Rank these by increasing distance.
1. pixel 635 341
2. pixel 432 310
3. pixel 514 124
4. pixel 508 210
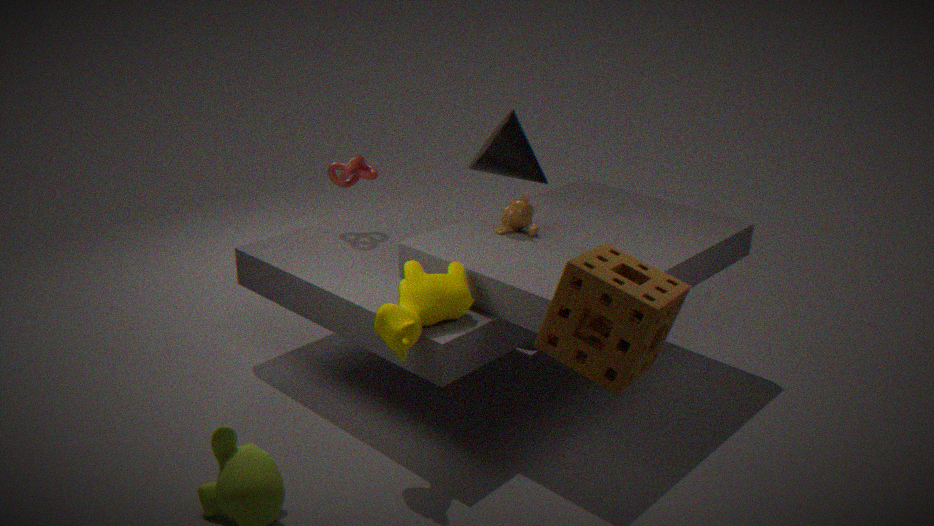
1. pixel 635 341
2. pixel 432 310
3. pixel 508 210
4. pixel 514 124
